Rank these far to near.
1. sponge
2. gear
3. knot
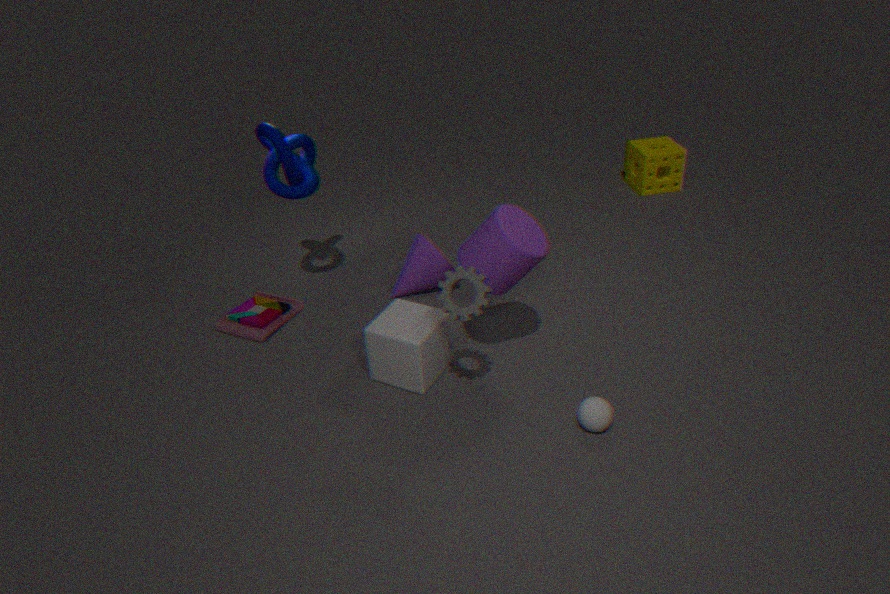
1. sponge
2. knot
3. gear
